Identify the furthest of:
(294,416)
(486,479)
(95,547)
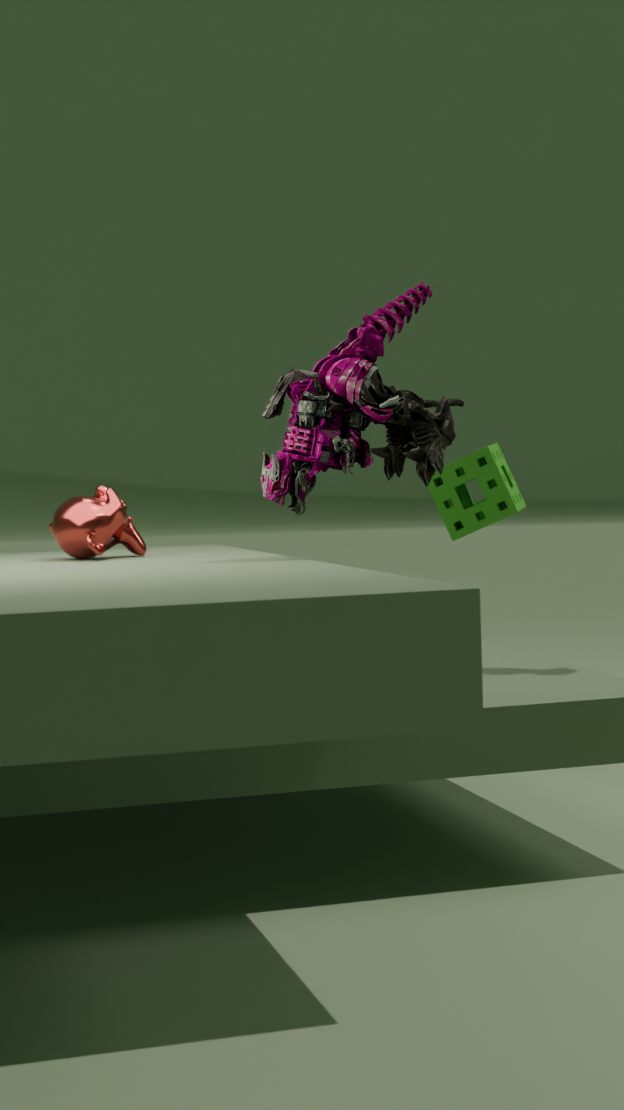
(486,479)
